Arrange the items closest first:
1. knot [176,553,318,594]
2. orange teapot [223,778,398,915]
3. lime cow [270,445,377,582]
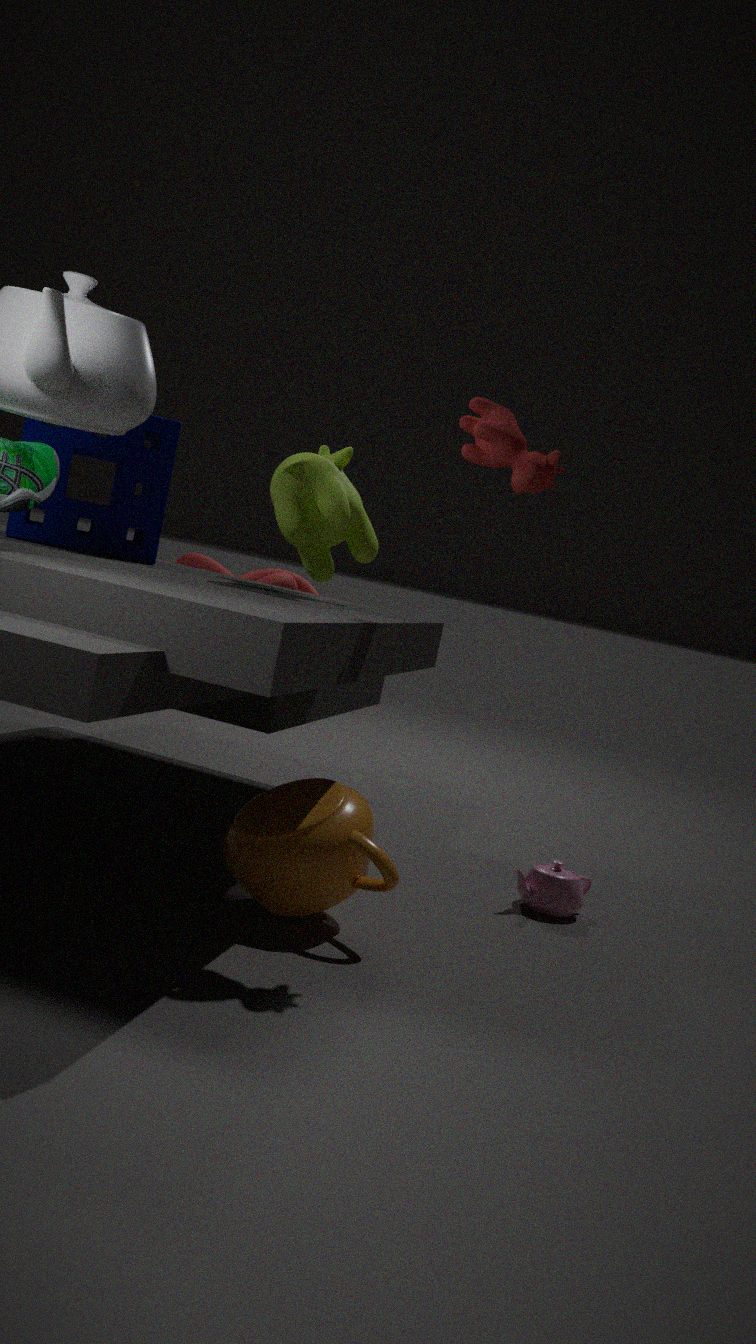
orange teapot [223,778,398,915] → lime cow [270,445,377,582] → knot [176,553,318,594]
